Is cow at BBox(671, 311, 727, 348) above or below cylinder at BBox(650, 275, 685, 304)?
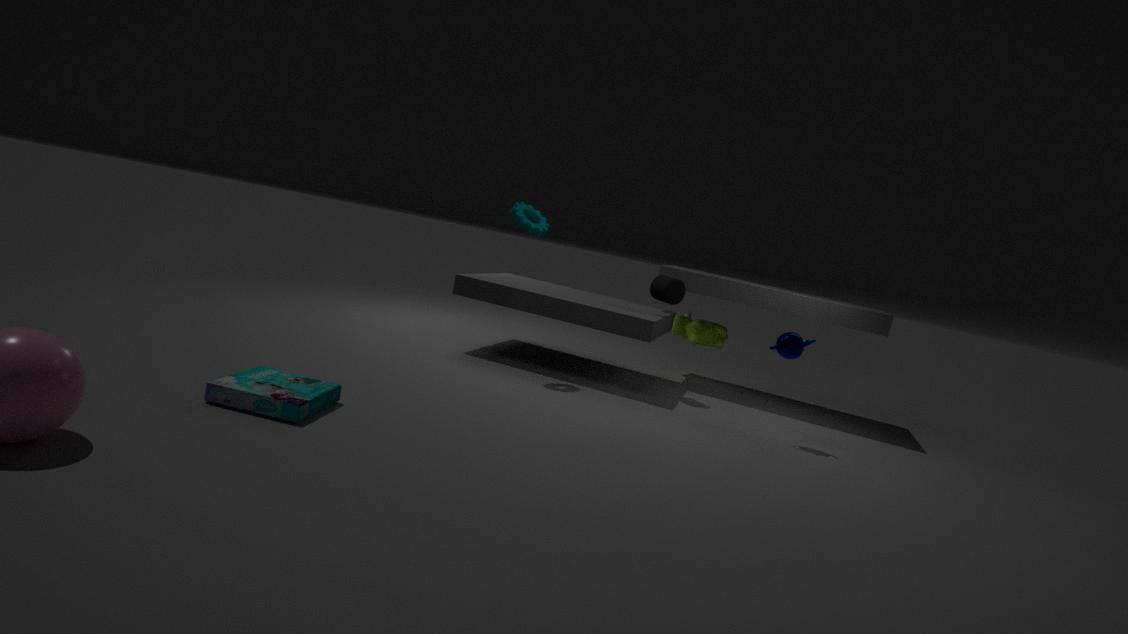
below
